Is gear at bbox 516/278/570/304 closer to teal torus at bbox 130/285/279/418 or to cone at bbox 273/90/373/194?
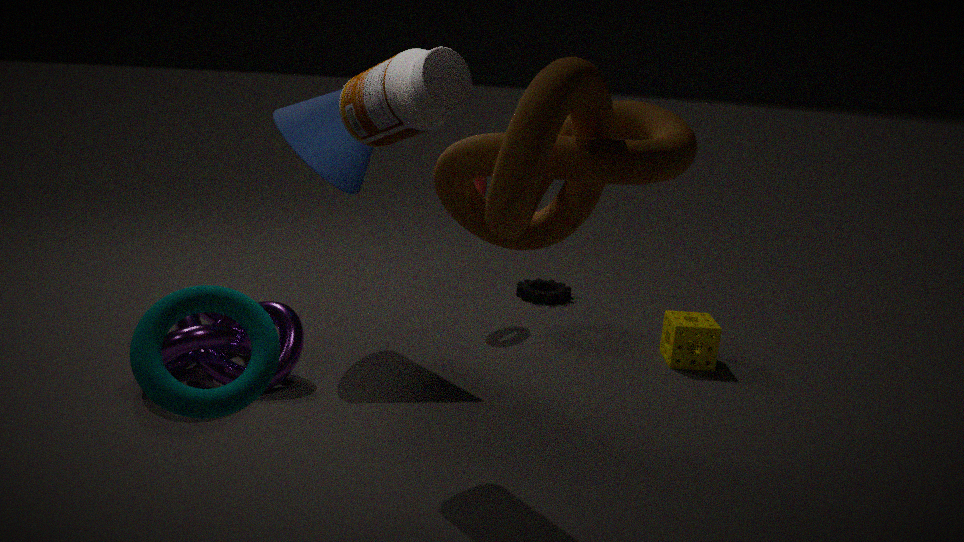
cone at bbox 273/90/373/194
